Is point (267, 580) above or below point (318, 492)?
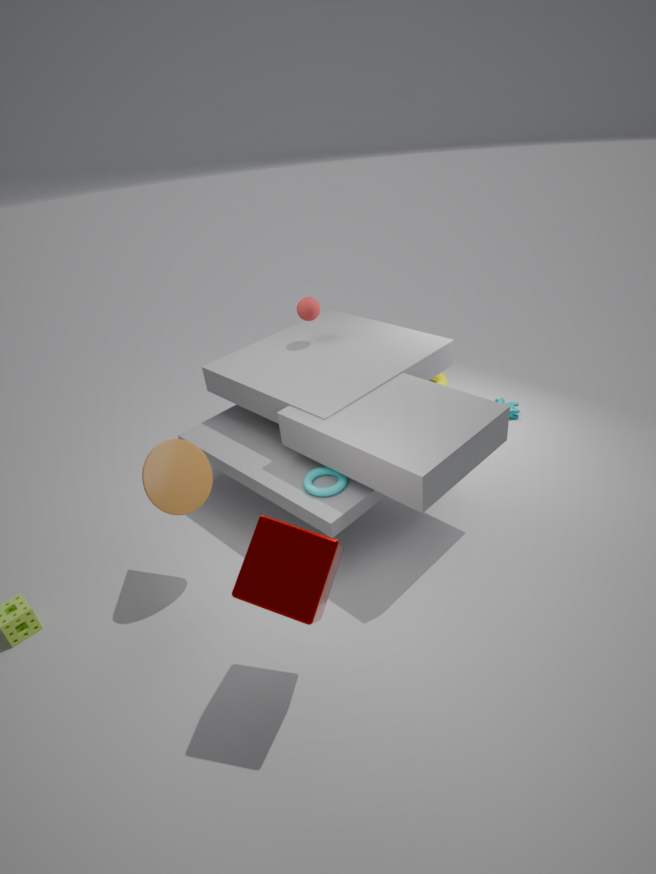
above
